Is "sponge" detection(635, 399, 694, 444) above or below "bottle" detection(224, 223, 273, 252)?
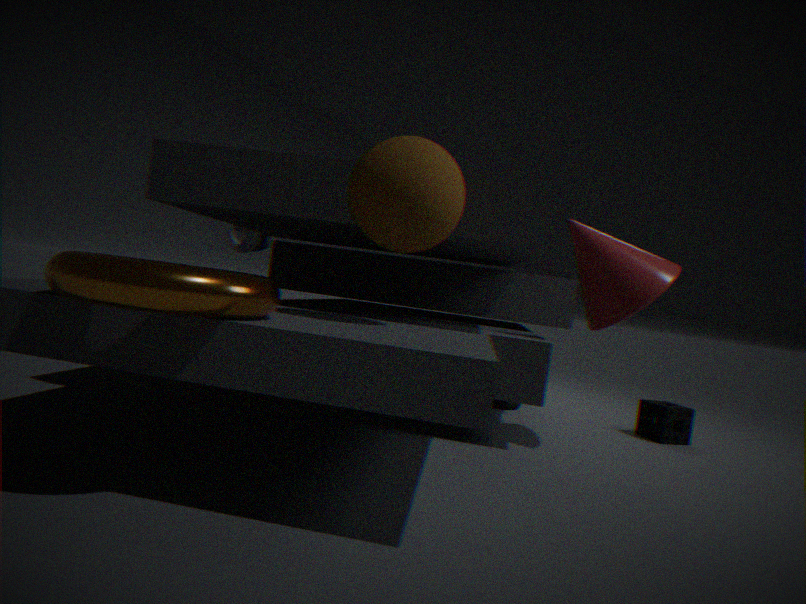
below
